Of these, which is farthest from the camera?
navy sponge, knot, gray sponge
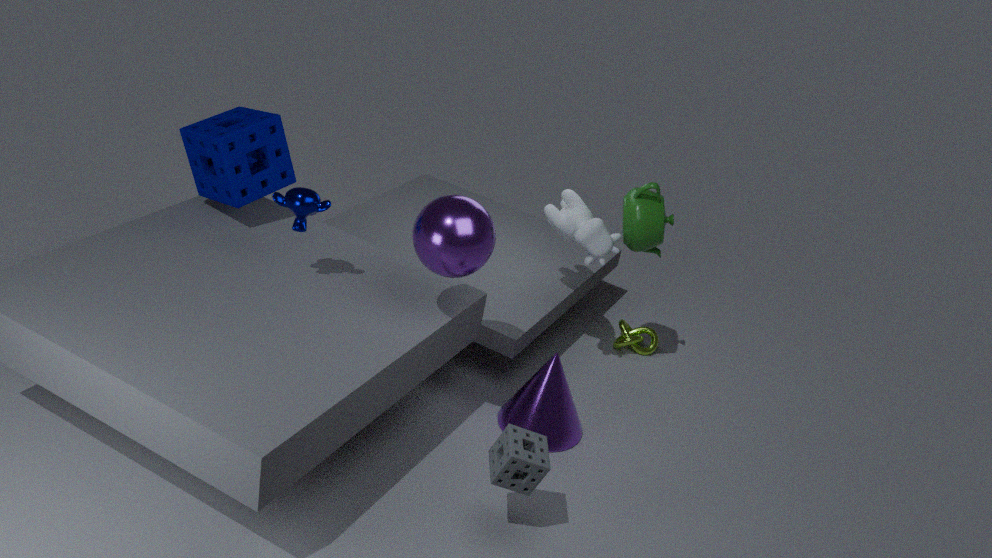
knot
